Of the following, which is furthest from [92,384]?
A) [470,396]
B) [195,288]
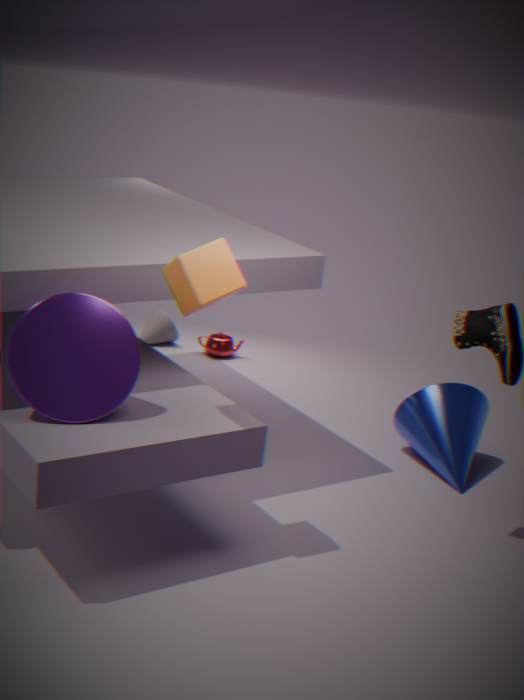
[470,396]
